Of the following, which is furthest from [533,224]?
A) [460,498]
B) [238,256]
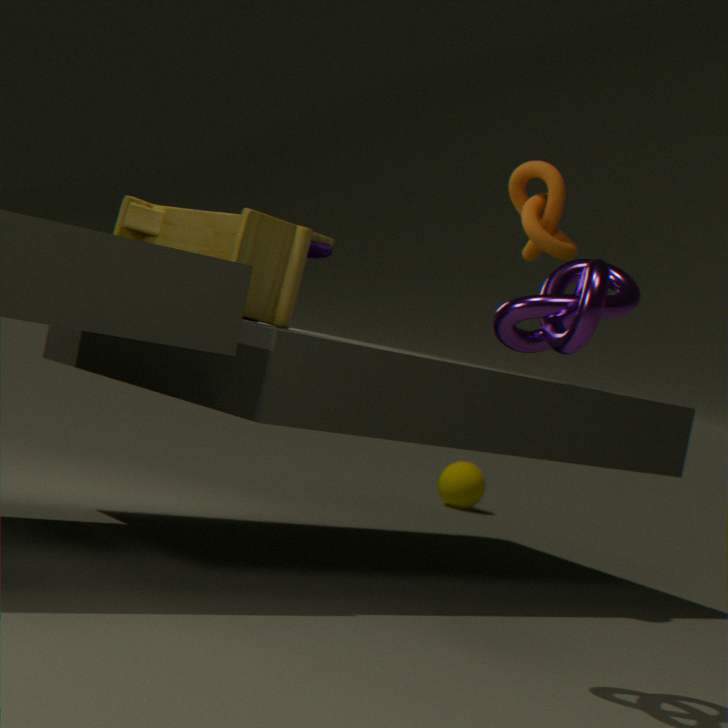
[460,498]
